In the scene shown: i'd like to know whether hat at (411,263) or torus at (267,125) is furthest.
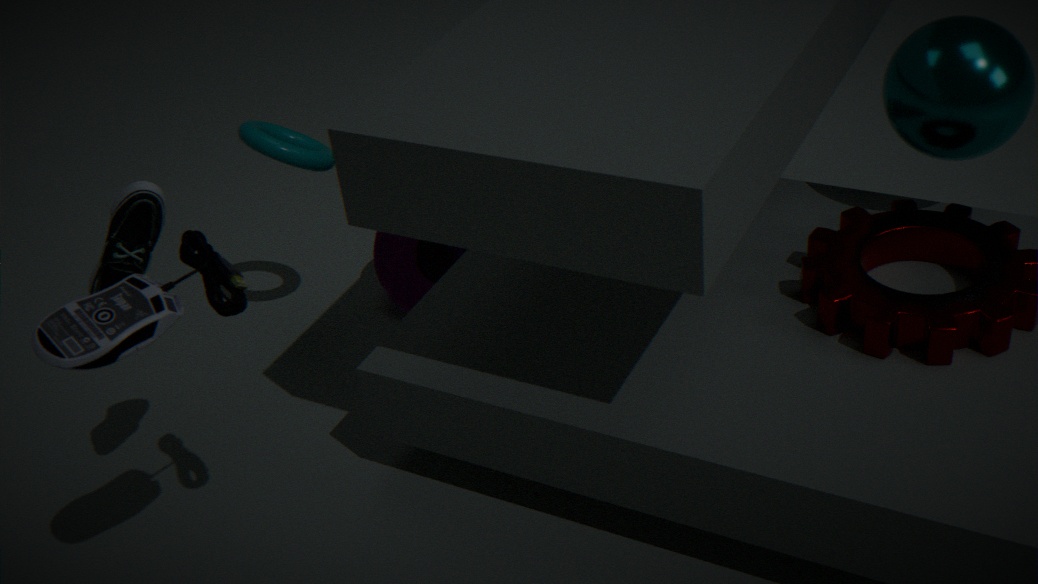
hat at (411,263)
